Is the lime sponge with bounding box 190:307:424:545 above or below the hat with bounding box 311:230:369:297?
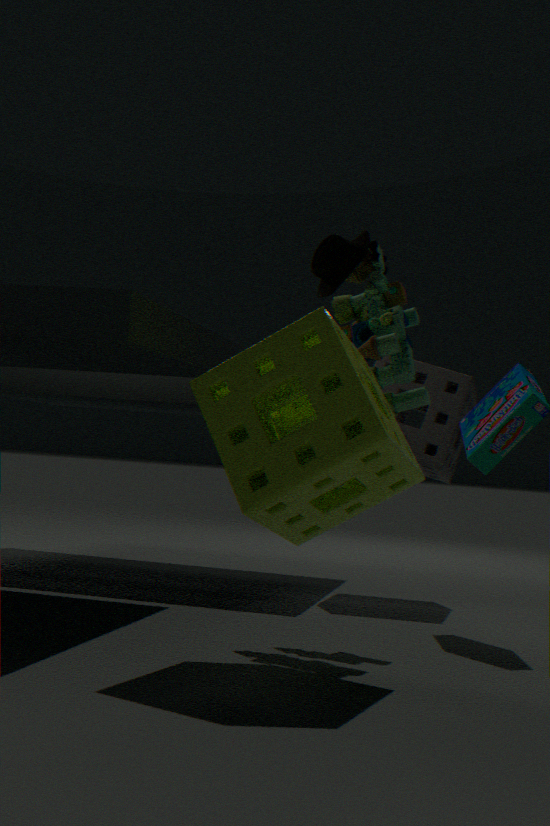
below
